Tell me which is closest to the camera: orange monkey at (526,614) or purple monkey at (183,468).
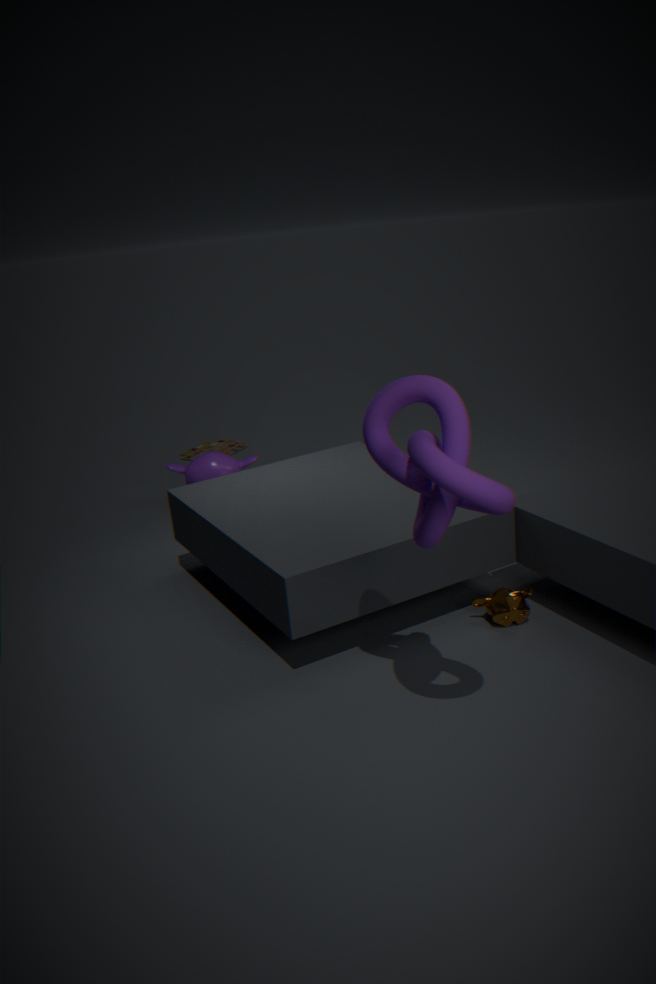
orange monkey at (526,614)
